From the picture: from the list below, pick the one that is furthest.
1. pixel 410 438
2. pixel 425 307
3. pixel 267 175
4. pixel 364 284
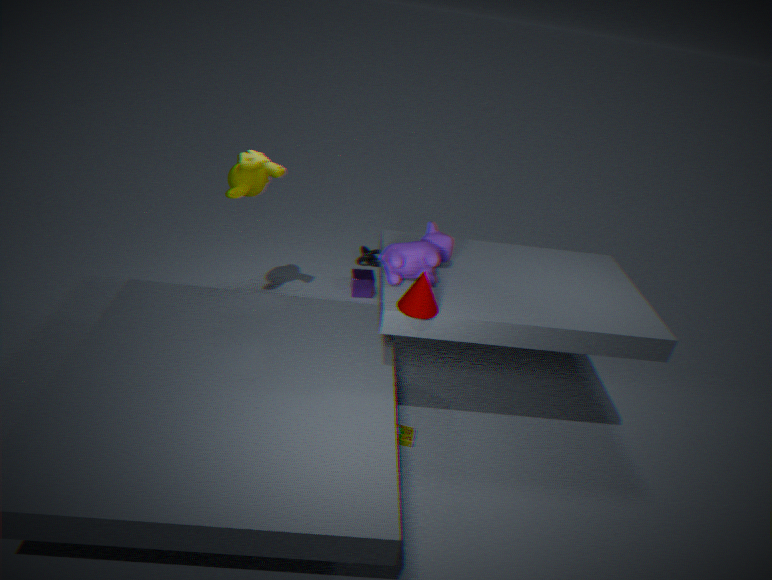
pixel 364 284
